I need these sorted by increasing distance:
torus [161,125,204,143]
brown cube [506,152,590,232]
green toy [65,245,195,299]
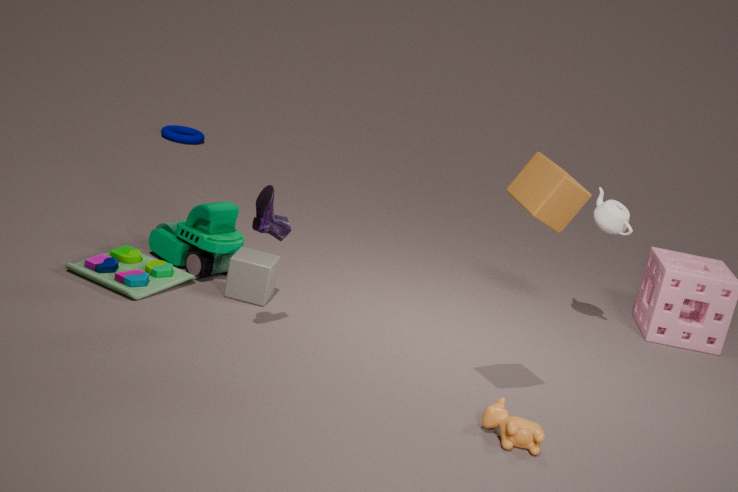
1. brown cube [506,152,590,232]
2. green toy [65,245,195,299]
3. torus [161,125,204,143]
